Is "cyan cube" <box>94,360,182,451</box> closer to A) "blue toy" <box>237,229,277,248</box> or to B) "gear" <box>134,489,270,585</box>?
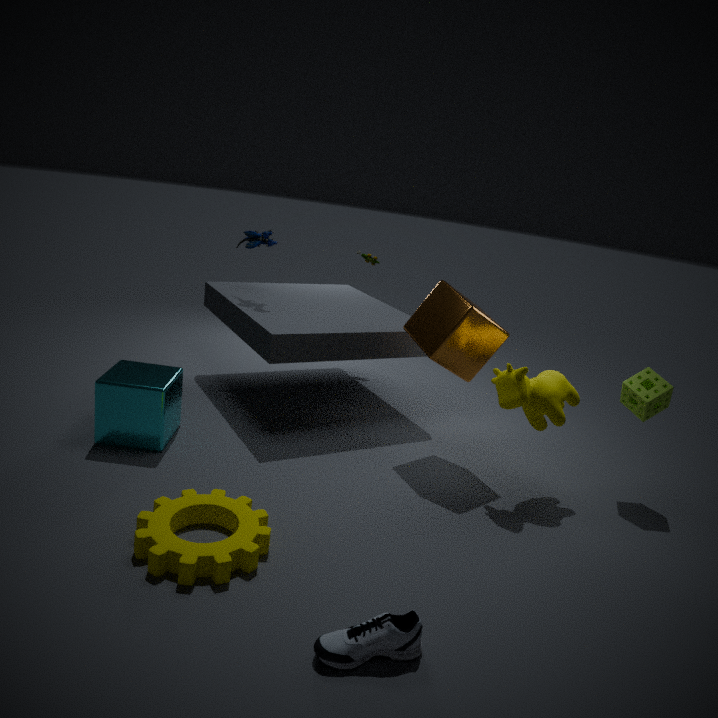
B) "gear" <box>134,489,270,585</box>
